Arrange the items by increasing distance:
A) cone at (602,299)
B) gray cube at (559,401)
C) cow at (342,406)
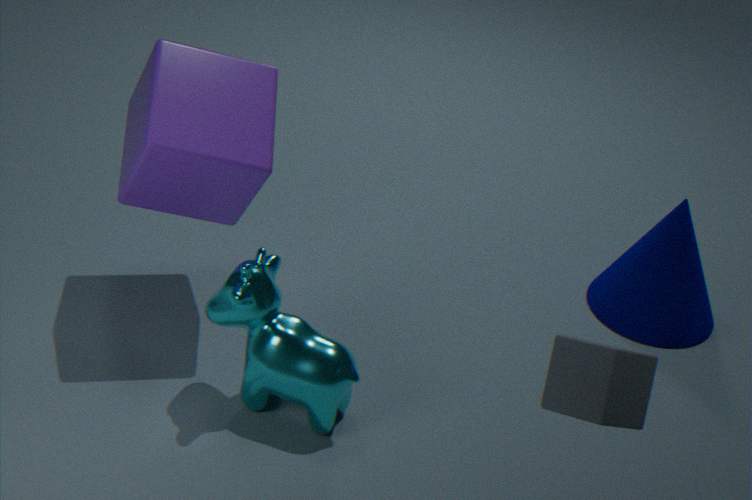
B. gray cube at (559,401) < C. cow at (342,406) < A. cone at (602,299)
